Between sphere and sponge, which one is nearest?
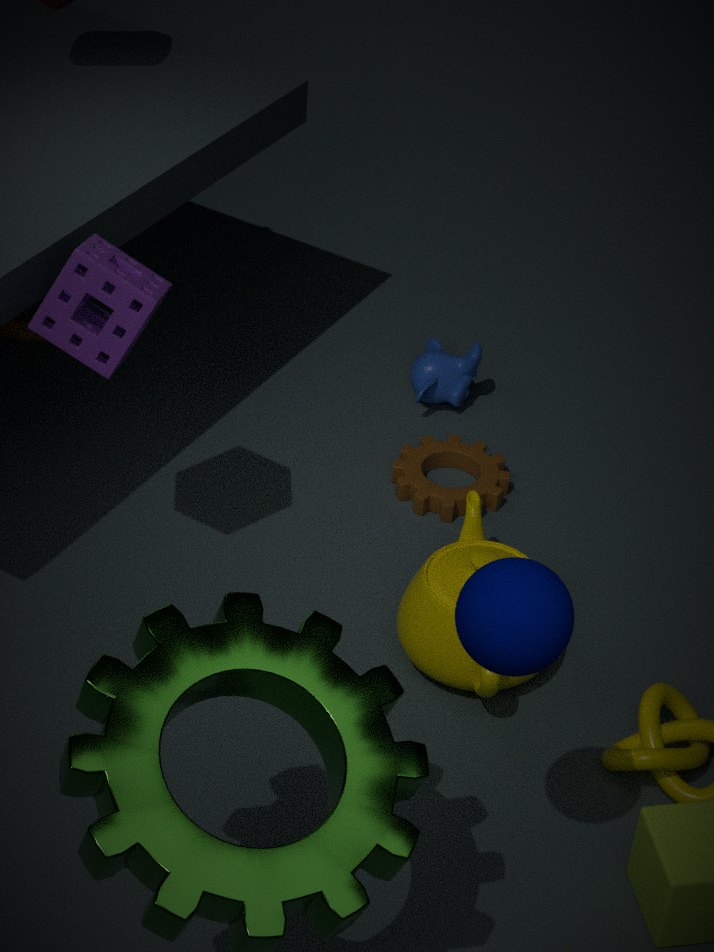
sphere
